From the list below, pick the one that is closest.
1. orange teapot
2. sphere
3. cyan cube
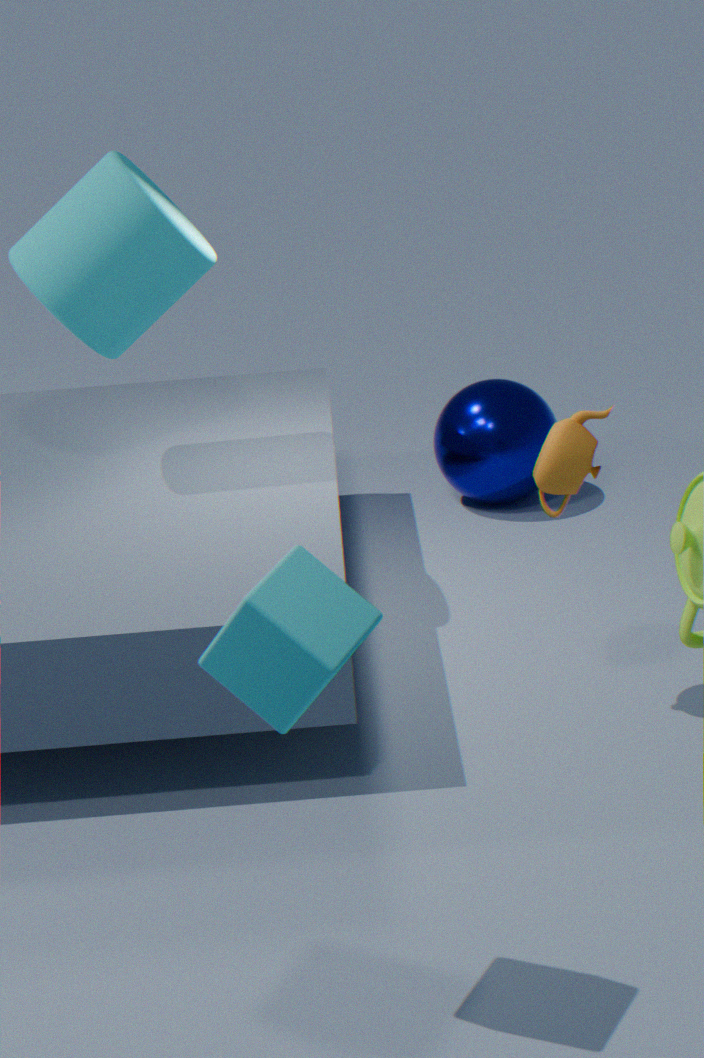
cyan cube
